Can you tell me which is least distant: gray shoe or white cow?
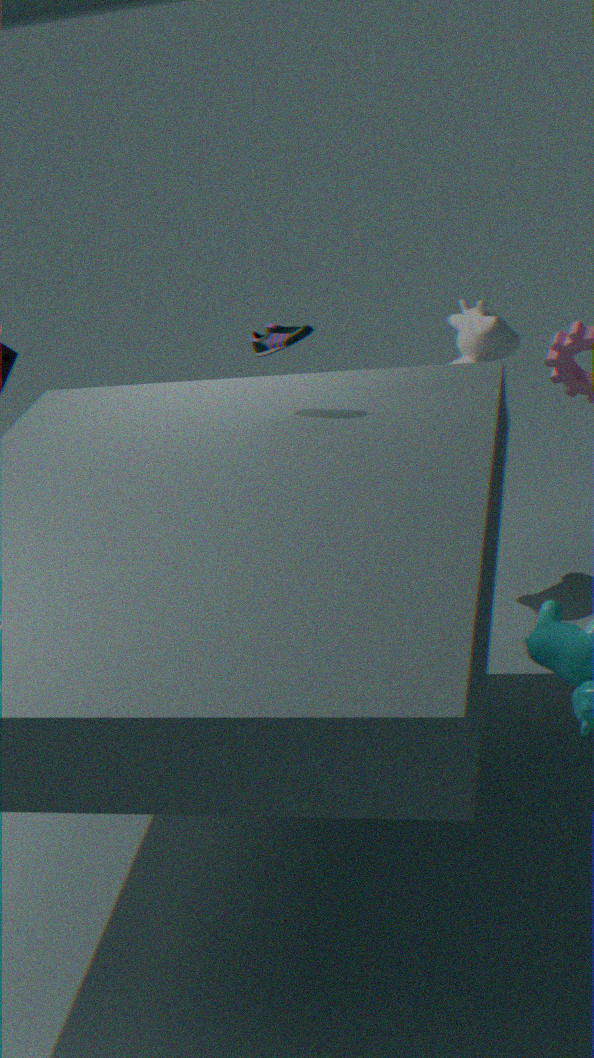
gray shoe
